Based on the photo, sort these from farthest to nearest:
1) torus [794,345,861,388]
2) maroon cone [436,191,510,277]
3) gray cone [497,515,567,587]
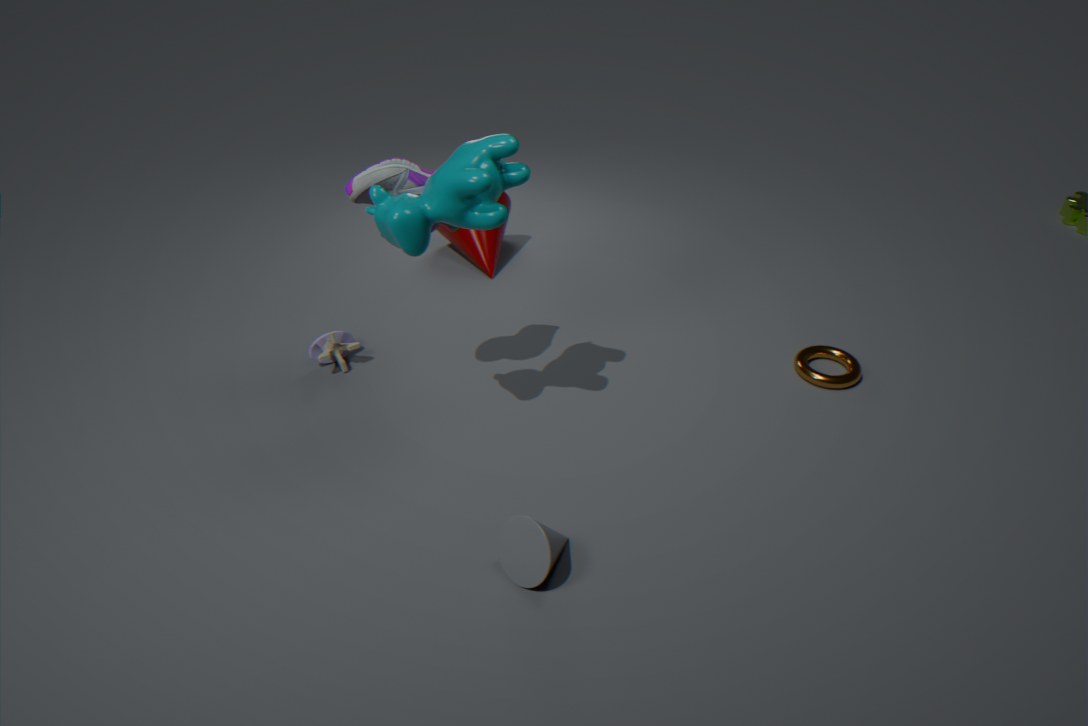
2. maroon cone [436,191,510,277] < 1. torus [794,345,861,388] < 3. gray cone [497,515,567,587]
